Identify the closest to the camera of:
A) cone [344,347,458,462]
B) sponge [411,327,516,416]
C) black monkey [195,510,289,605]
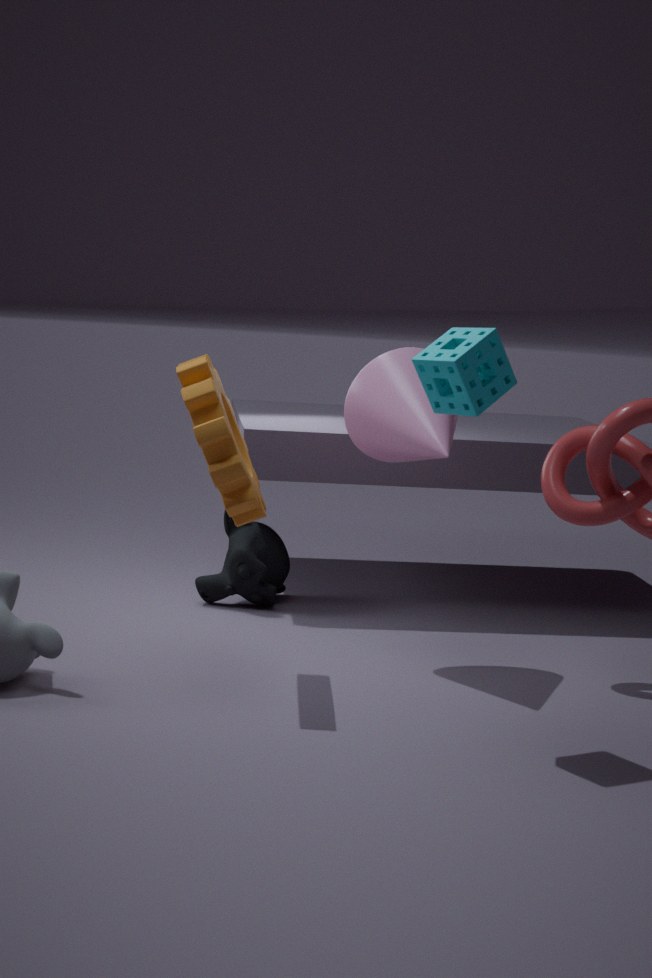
sponge [411,327,516,416]
